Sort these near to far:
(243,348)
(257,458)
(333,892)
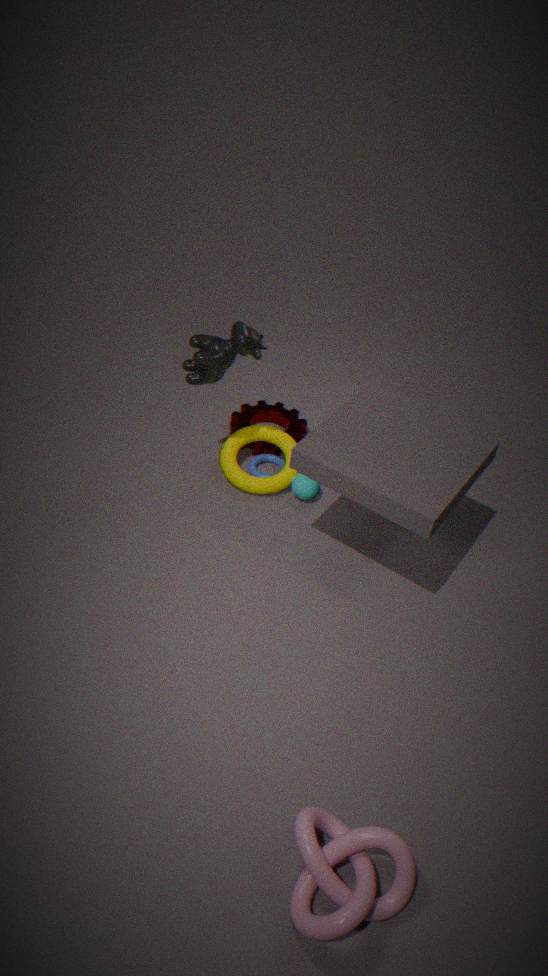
(333,892), (243,348), (257,458)
